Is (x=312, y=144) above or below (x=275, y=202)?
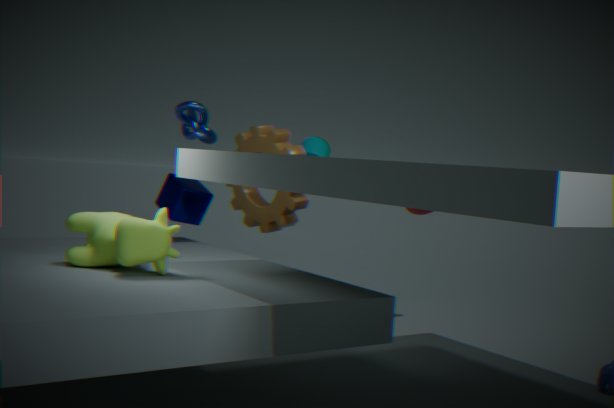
above
